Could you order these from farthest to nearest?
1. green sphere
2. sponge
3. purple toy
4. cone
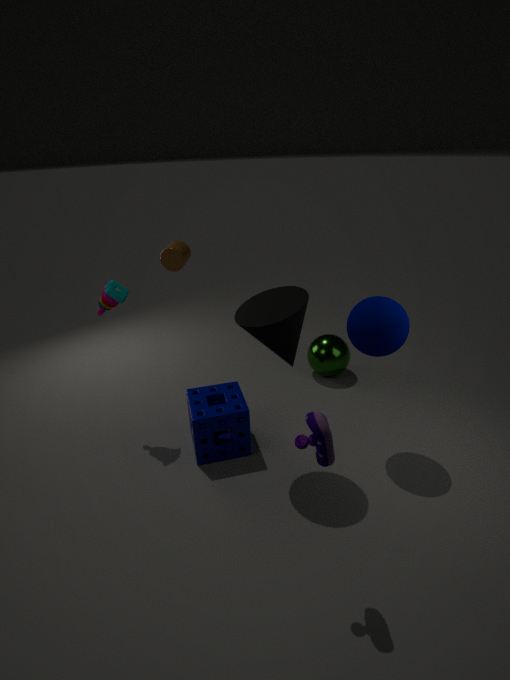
green sphere < sponge < cone < purple toy
